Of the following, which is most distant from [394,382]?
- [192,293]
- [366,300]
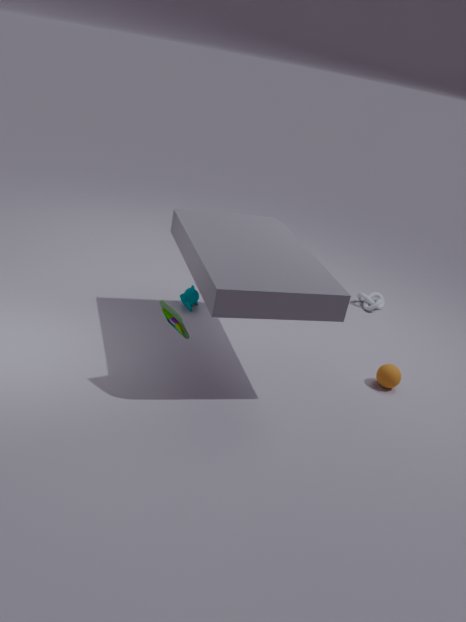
[192,293]
